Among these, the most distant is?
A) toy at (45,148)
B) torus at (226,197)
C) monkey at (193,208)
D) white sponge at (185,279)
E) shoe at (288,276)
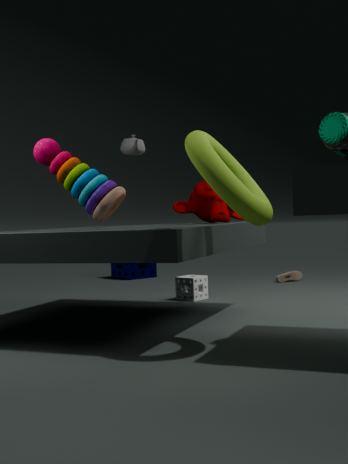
E. shoe at (288,276)
